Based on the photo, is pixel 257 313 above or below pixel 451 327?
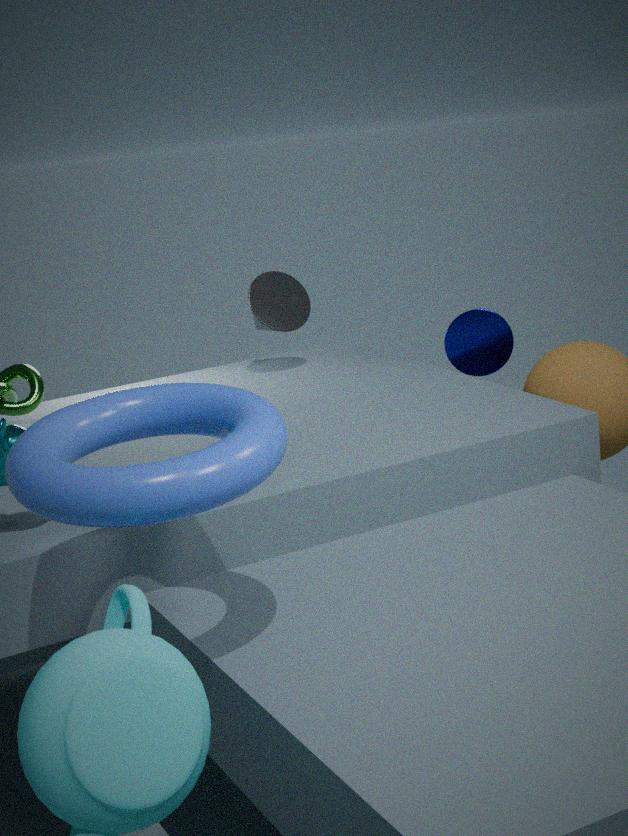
above
